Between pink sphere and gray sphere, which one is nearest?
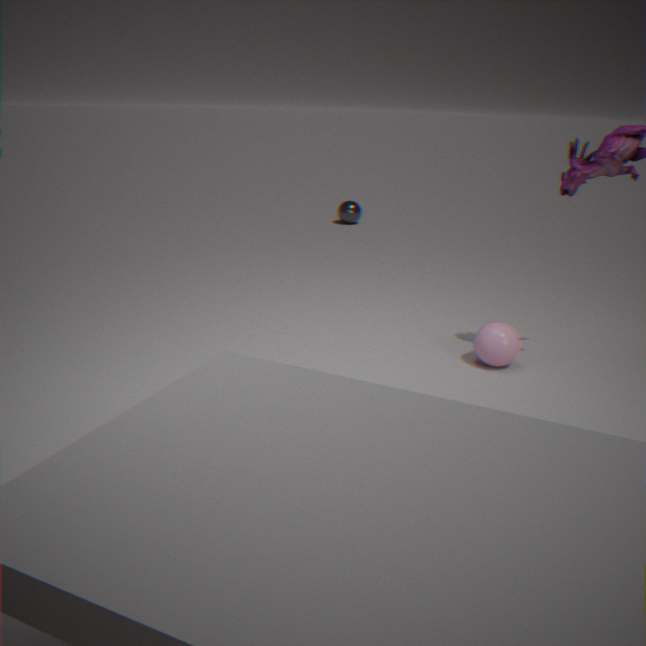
pink sphere
